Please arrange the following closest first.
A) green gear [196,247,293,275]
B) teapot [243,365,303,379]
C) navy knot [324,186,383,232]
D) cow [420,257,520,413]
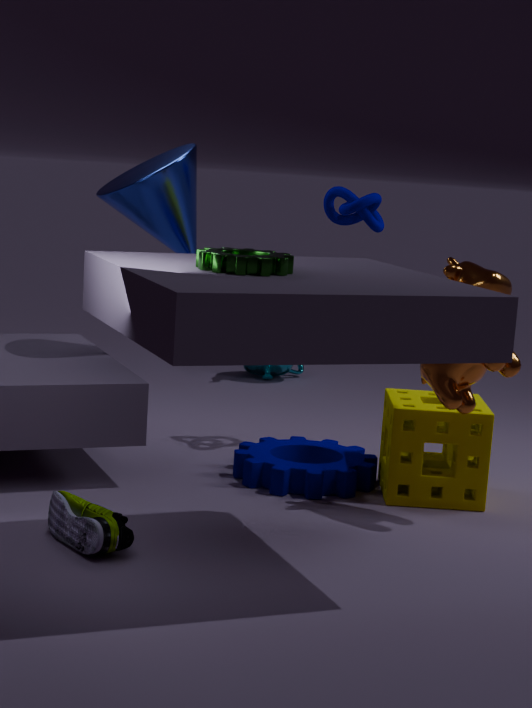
green gear [196,247,293,275]
cow [420,257,520,413]
navy knot [324,186,383,232]
teapot [243,365,303,379]
